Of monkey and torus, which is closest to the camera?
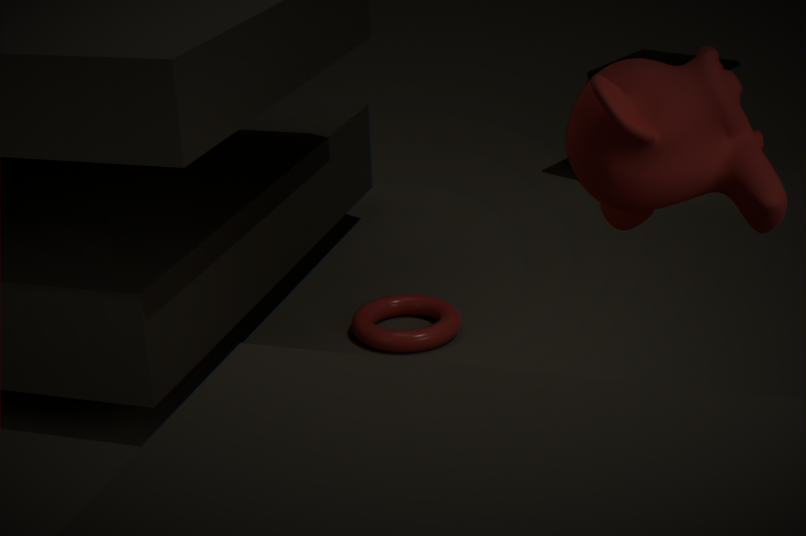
monkey
